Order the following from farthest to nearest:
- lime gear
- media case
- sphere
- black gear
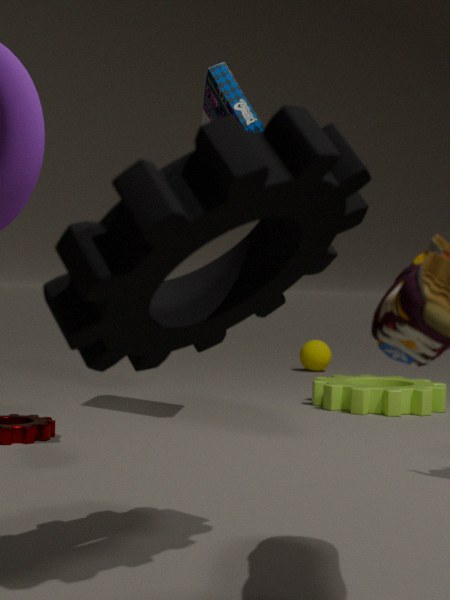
sphere < lime gear < media case < black gear
